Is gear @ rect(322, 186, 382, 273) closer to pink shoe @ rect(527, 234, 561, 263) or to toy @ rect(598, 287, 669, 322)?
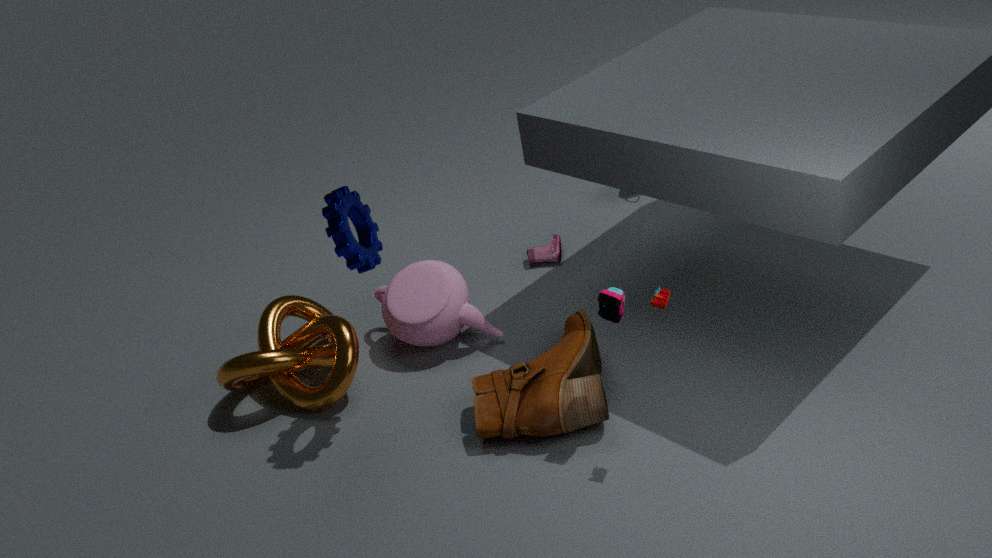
toy @ rect(598, 287, 669, 322)
